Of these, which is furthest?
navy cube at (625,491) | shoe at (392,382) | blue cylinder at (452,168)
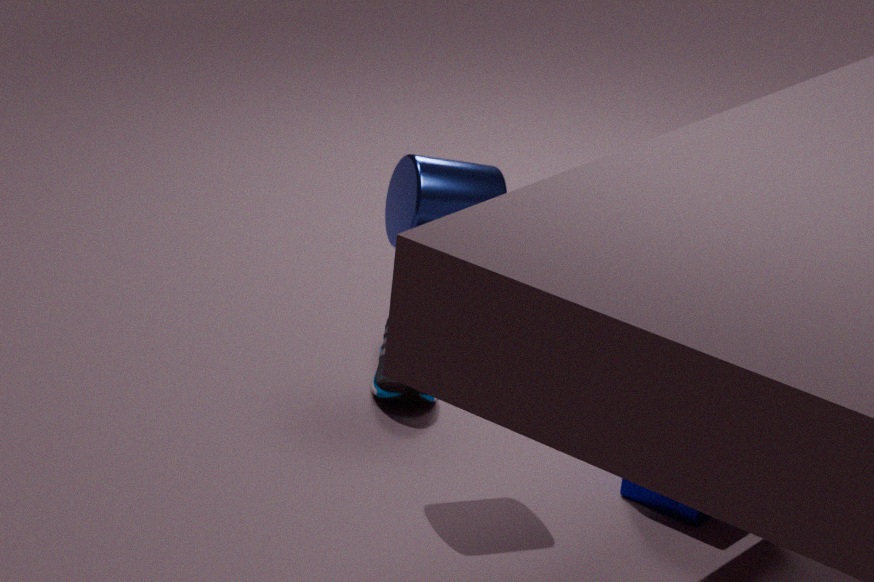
shoe at (392,382)
